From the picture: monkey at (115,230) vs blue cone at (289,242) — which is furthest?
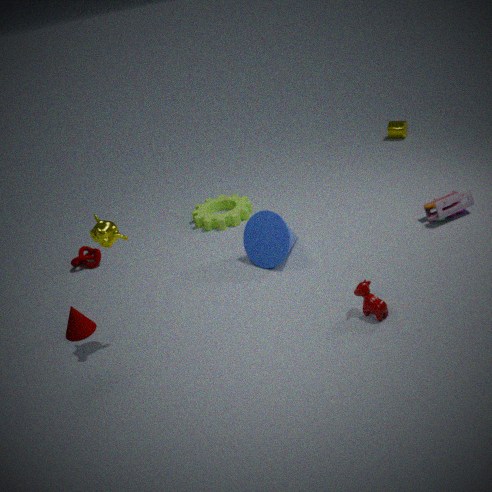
blue cone at (289,242)
